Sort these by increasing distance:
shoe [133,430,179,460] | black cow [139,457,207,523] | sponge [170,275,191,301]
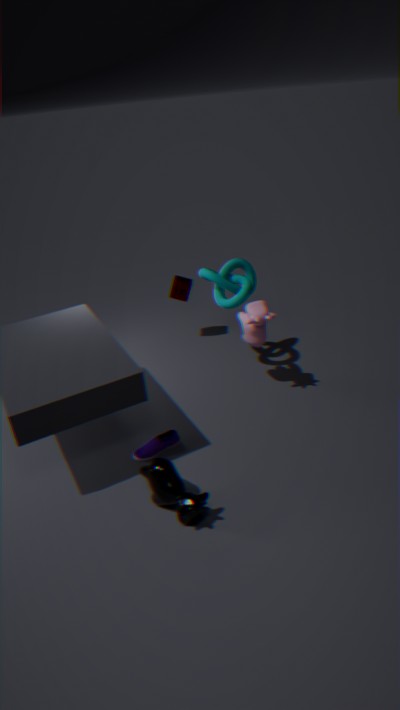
black cow [139,457,207,523] → shoe [133,430,179,460] → sponge [170,275,191,301]
